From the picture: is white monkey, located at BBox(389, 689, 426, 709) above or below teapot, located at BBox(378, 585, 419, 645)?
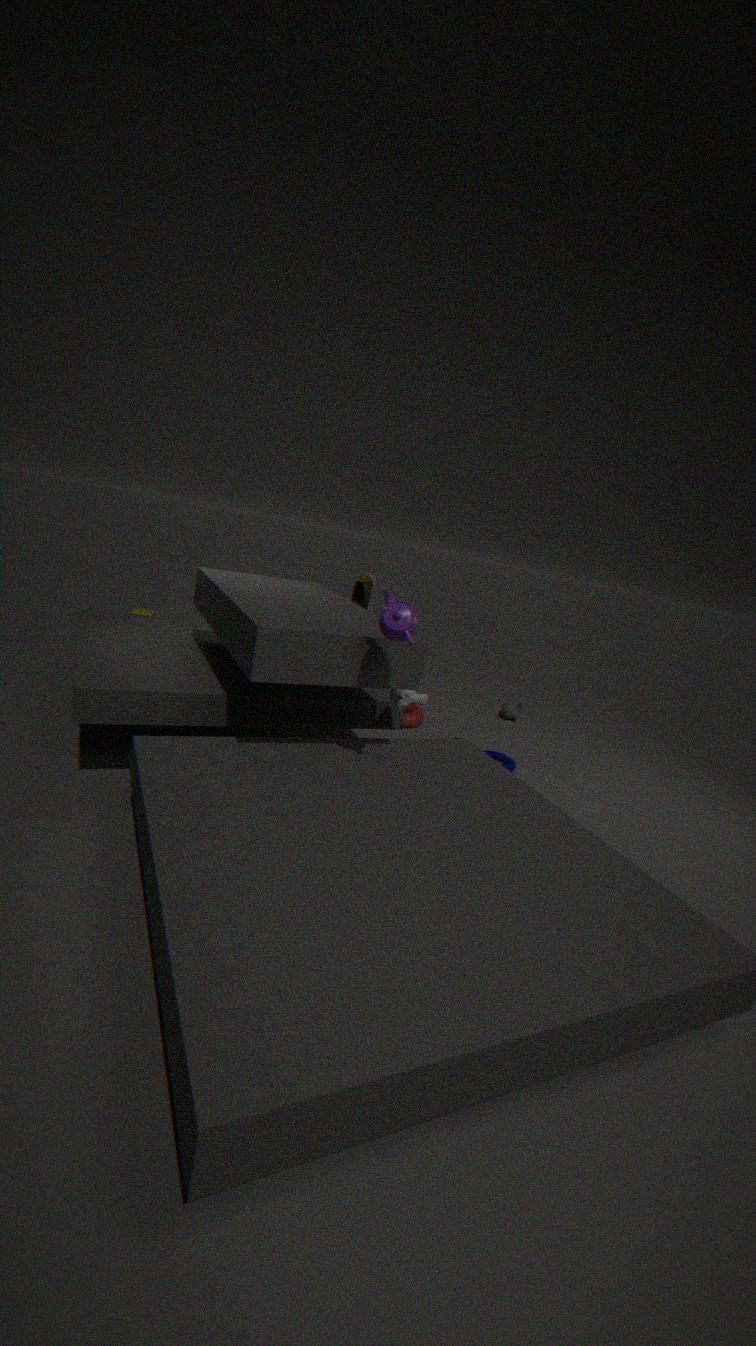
below
